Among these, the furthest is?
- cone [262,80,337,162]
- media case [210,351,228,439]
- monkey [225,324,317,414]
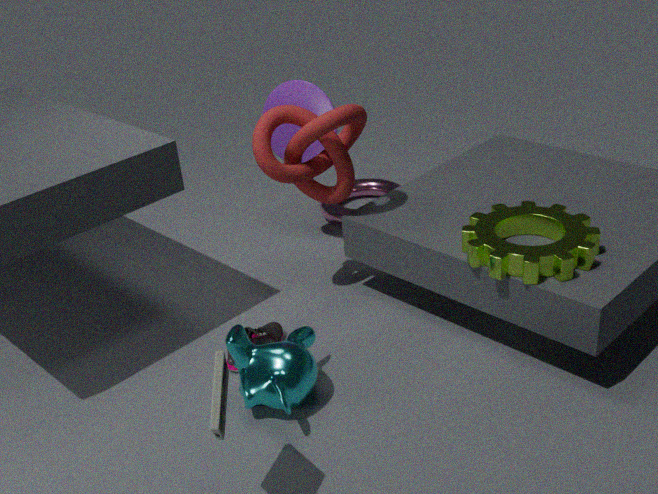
cone [262,80,337,162]
